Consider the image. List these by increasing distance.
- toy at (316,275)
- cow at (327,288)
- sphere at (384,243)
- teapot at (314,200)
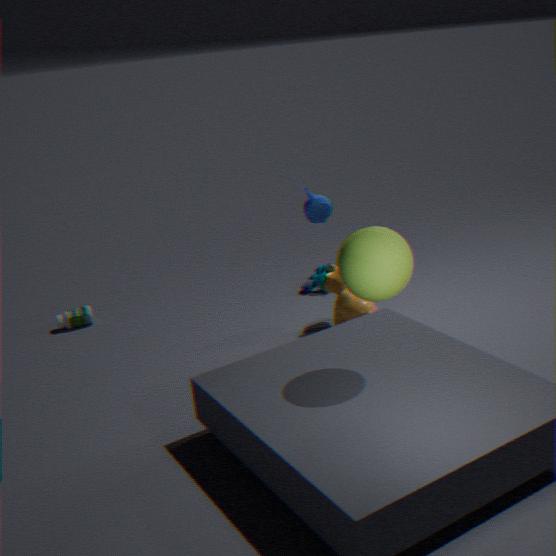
sphere at (384,243), teapot at (314,200), cow at (327,288), toy at (316,275)
